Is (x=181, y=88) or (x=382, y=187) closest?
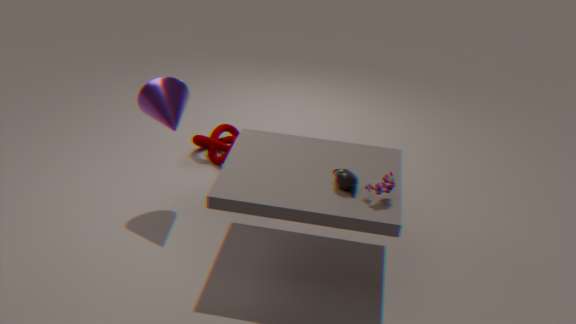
(x=382, y=187)
